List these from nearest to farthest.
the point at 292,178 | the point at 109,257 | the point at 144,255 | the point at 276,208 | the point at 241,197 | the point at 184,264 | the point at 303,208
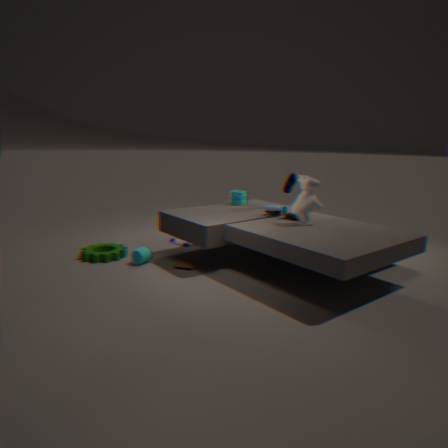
1. the point at 303,208
2. the point at 184,264
3. the point at 144,255
4. the point at 276,208
5. the point at 109,257
6. the point at 292,178
7. the point at 241,197
